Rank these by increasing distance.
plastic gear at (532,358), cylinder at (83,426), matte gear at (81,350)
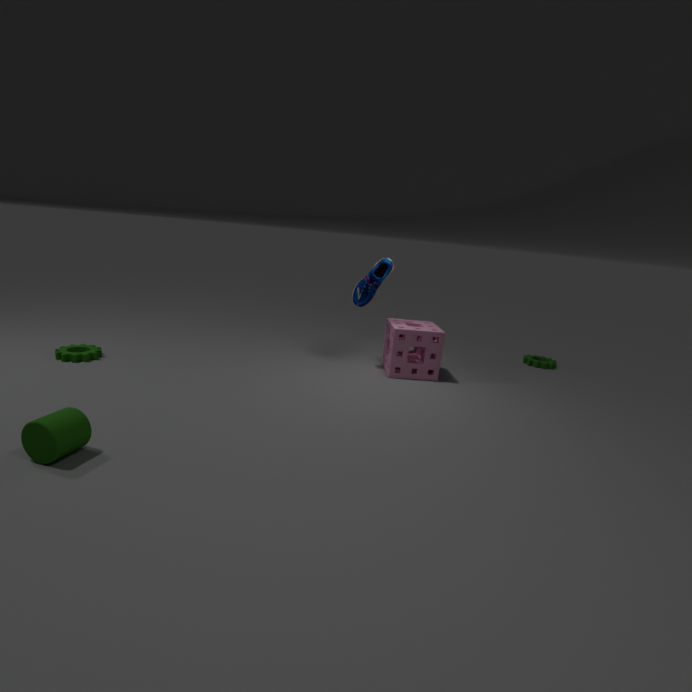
cylinder at (83,426), matte gear at (81,350), plastic gear at (532,358)
